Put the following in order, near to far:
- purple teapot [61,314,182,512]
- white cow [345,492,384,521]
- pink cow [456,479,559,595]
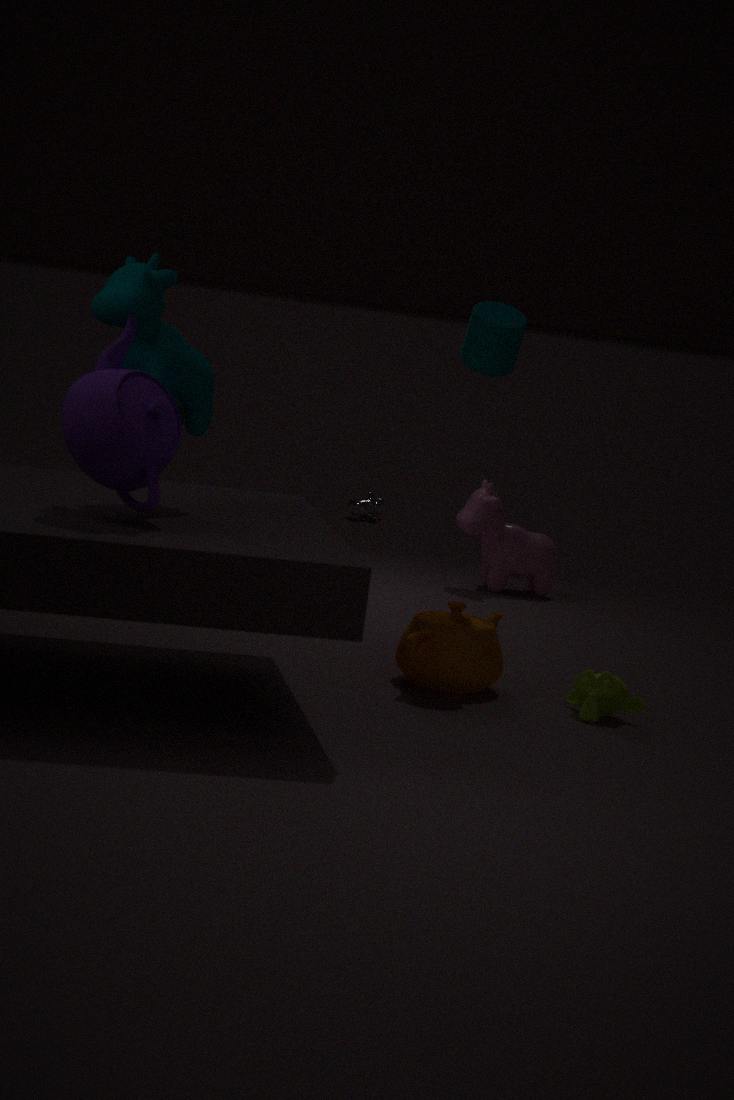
purple teapot [61,314,182,512] → pink cow [456,479,559,595] → white cow [345,492,384,521]
